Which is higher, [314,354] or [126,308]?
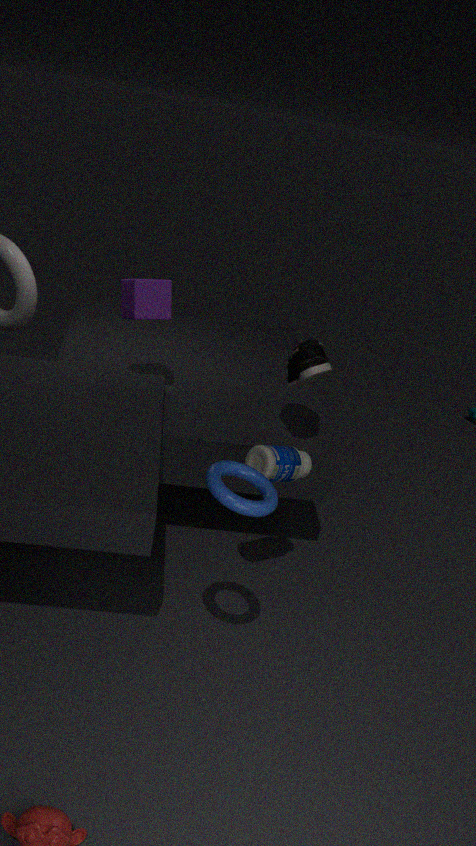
[126,308]
